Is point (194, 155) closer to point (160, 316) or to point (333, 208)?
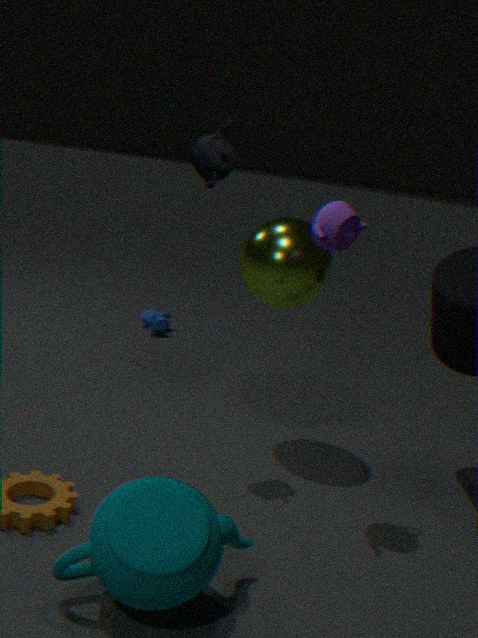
point (333, 208)
